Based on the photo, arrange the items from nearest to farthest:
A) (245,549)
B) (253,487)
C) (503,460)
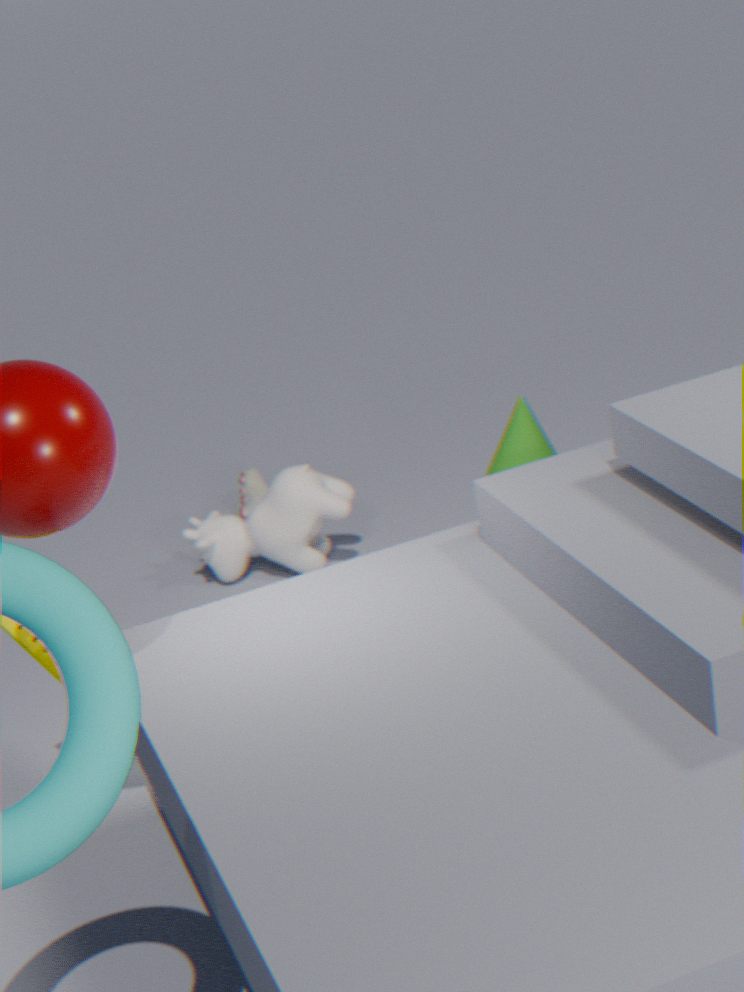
(503,460), (245,549), (253,487)
